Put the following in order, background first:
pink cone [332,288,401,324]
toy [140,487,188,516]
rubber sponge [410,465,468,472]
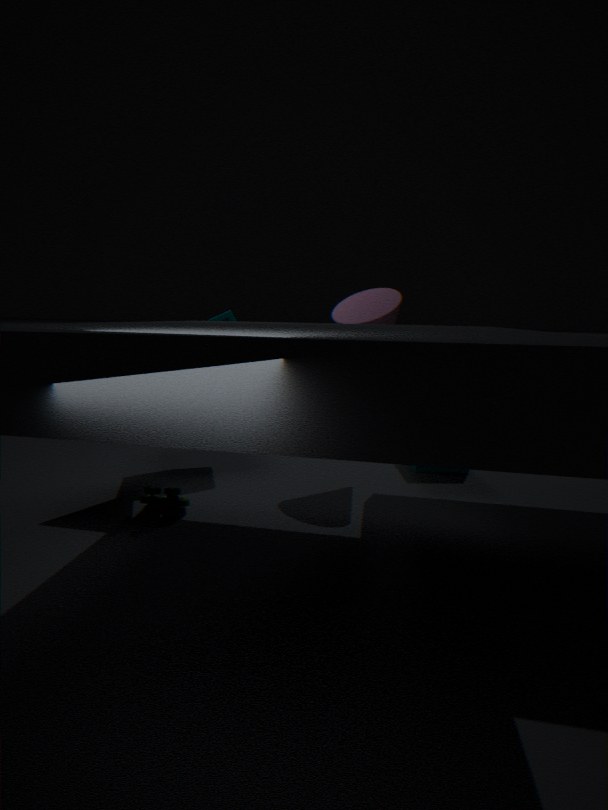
rubber sponge [410,465,468,472], pink cone [332,288,401,324], toy [140,487,188,516]
